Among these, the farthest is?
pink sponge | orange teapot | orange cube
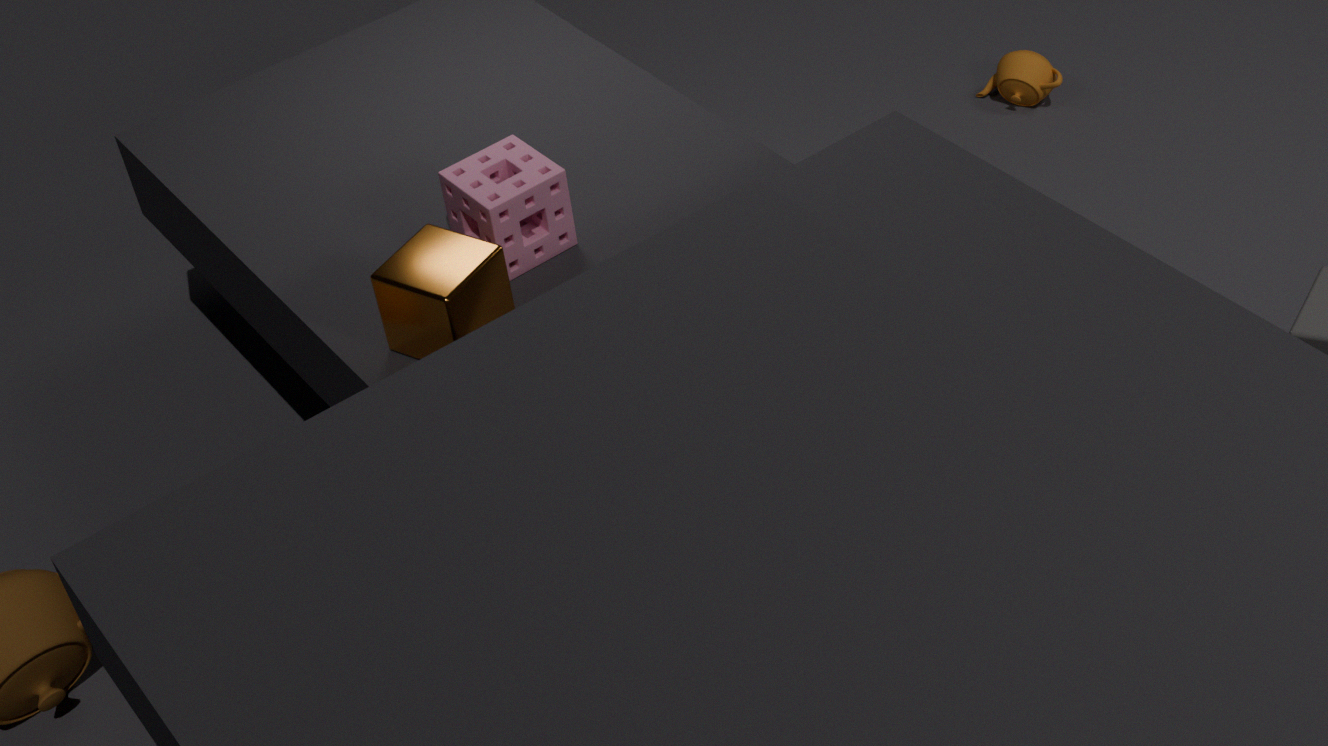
orange teapot
